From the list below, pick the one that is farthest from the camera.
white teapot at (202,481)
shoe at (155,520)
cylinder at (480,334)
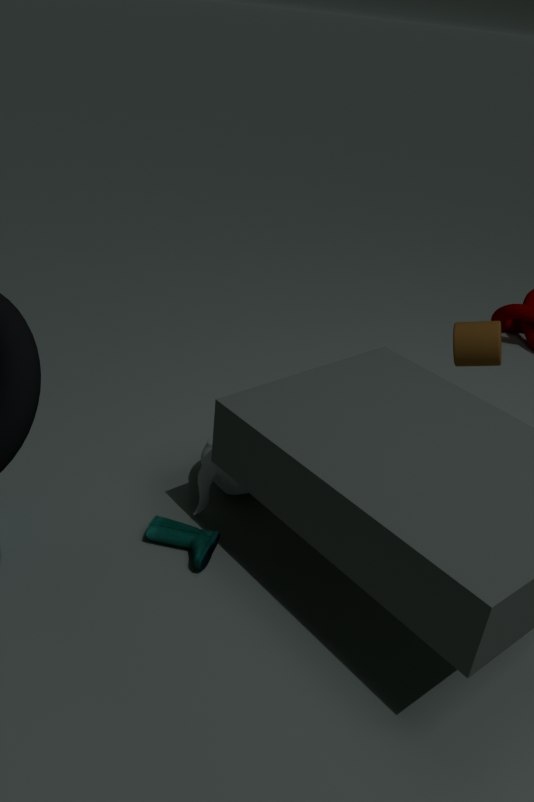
cylinder at (480,334)
